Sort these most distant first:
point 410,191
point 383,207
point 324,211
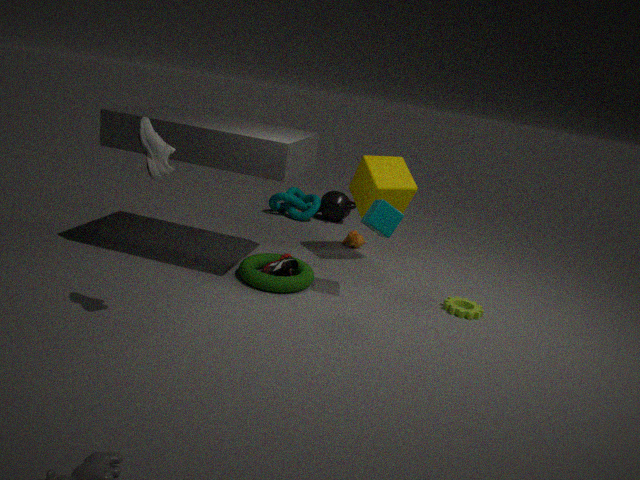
point 324,211 → point 410,191 → point 383,207
